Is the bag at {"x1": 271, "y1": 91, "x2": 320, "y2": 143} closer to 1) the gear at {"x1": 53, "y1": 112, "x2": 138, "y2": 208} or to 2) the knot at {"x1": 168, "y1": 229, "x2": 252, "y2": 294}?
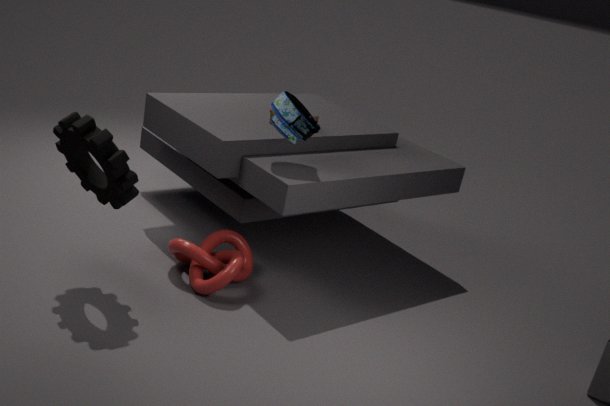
2) the knot at {"x1": 168, "y1": 229, "x2": 252, "y2": 294}
